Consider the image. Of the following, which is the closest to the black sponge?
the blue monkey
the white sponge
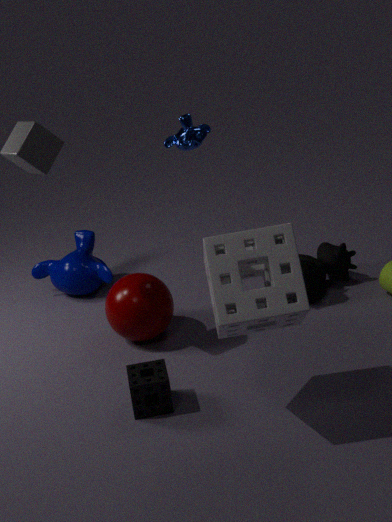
the white sponge
